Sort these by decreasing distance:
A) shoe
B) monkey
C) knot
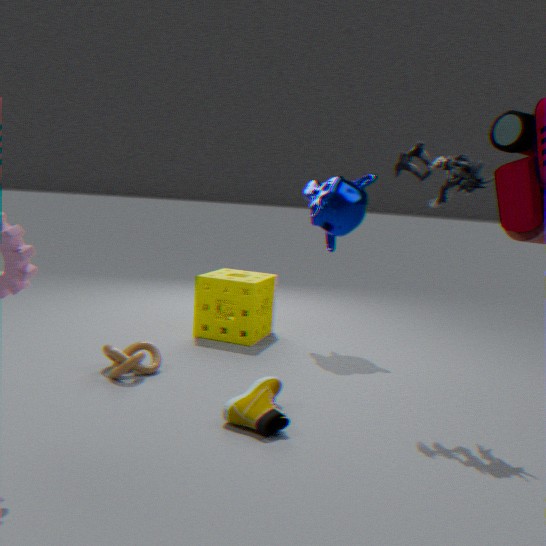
1. monkey
2. knot
3. shoe
